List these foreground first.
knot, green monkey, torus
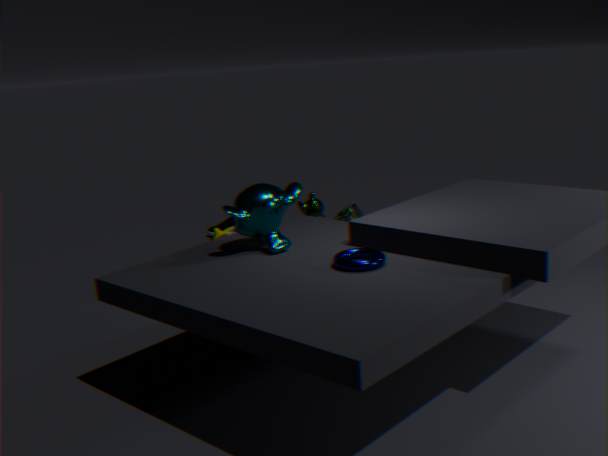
1. torus
2. green monkey
3. knot
